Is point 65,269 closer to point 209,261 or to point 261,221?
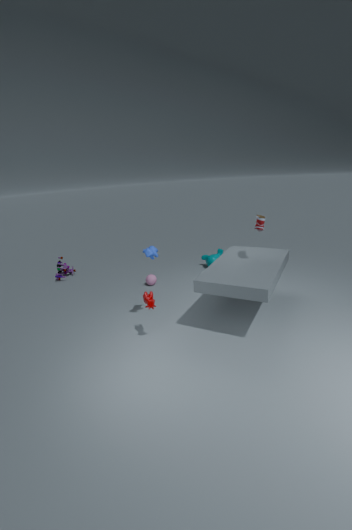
point 209,261
